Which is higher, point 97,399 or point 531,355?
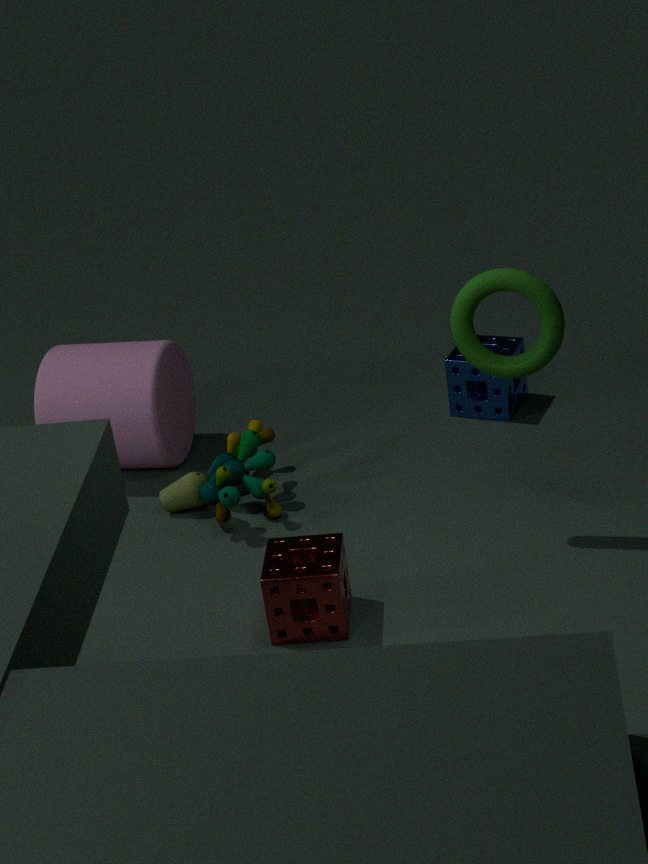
point 531,355
